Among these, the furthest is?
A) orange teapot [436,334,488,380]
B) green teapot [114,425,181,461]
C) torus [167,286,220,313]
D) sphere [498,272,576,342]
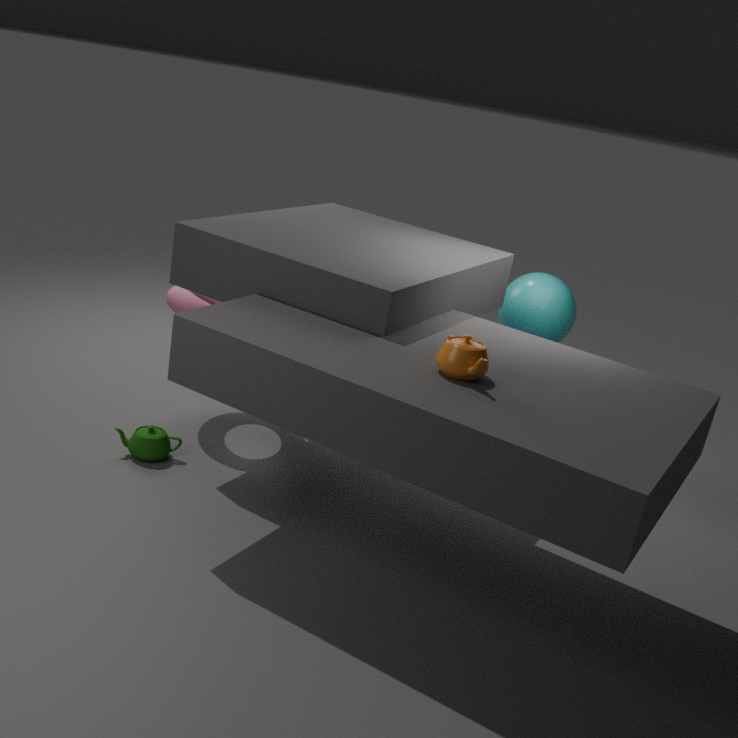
sphere [498,272,576,342]
